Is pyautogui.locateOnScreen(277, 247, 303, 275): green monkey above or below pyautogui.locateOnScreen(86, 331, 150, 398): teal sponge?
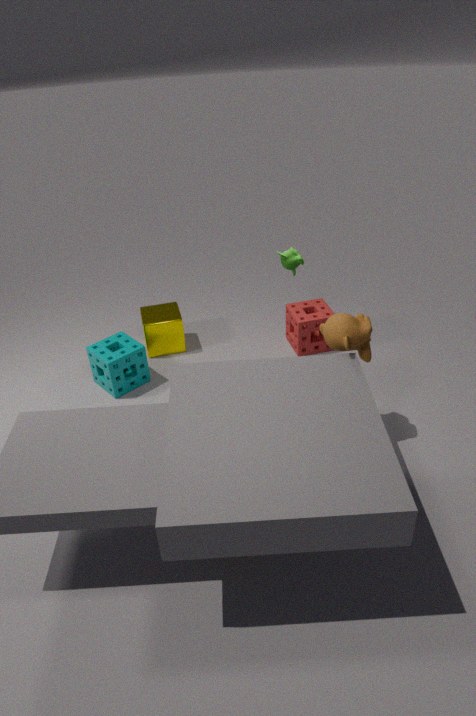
above
